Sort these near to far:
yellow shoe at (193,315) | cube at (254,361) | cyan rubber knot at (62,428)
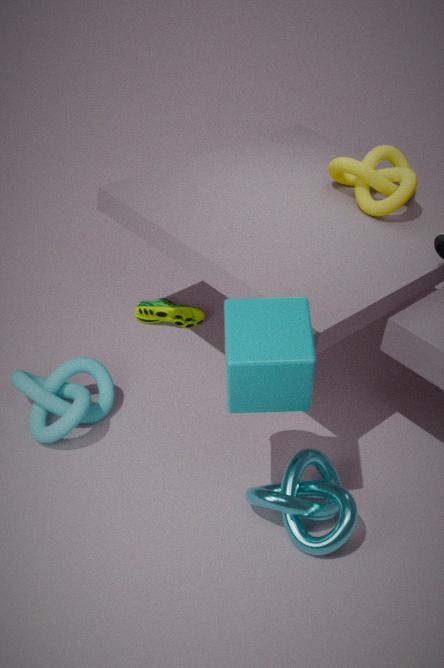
cube at (254,361) < cyan rubber knot at (62,428) < yellow shoe at (193,315)
